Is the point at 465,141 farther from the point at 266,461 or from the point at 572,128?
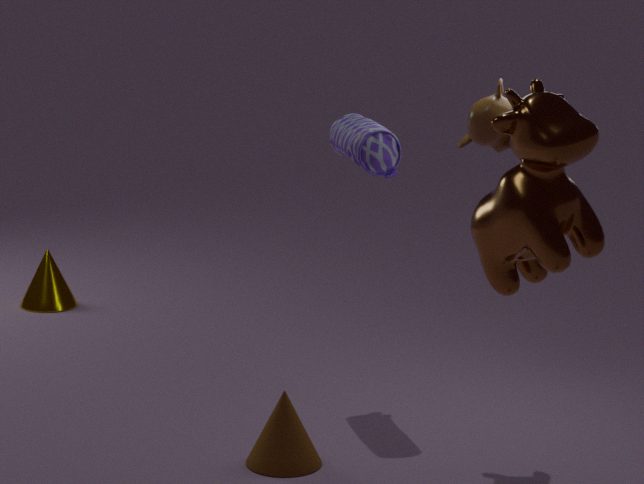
the point at 266,461
